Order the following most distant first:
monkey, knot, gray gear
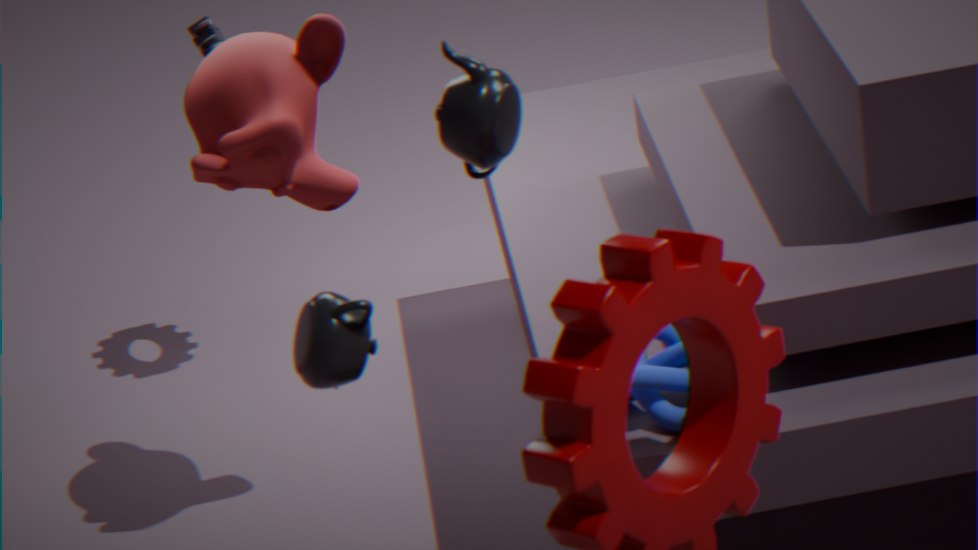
gray gear
monkey
knot
